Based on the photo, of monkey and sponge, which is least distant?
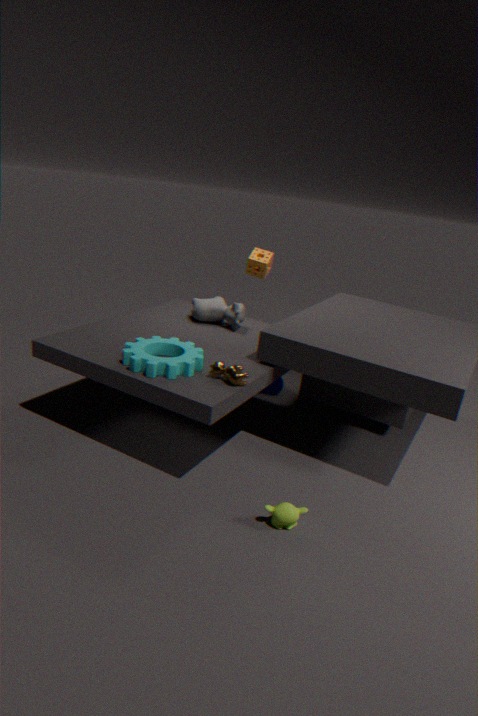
monkey
